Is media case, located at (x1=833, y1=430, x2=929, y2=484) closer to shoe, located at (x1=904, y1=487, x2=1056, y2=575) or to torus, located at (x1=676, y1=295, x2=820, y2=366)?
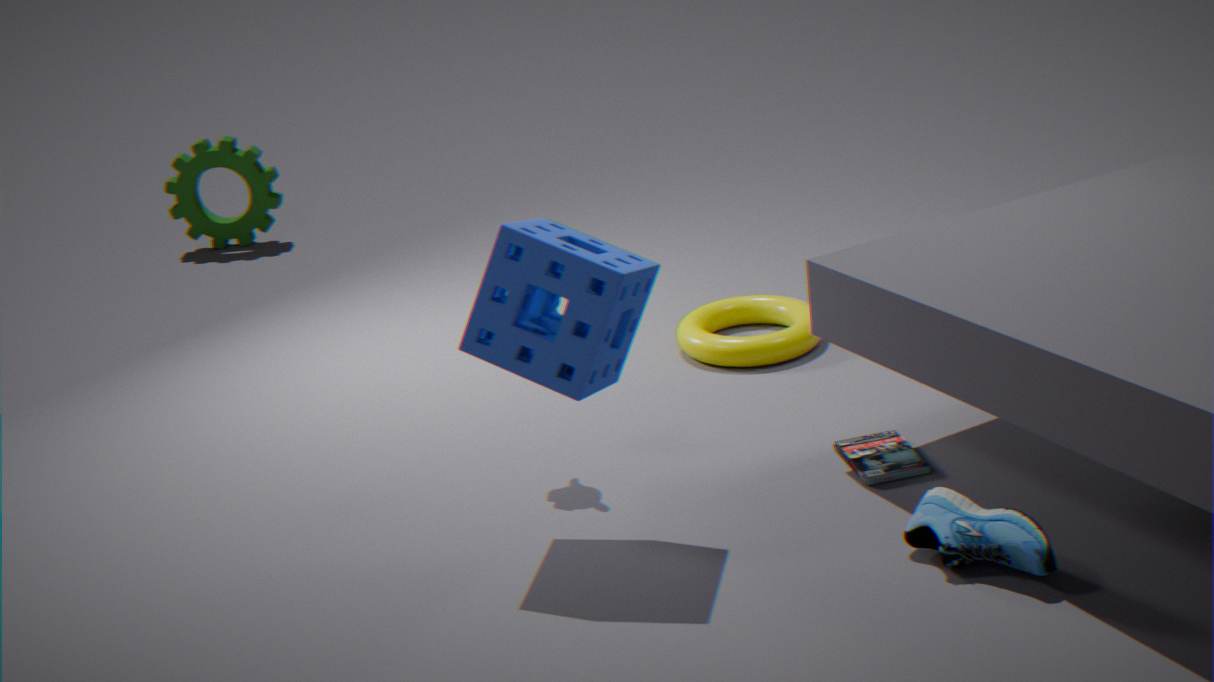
shoe, located at (x1=904, y1=487, x2=1056, y2=575)
